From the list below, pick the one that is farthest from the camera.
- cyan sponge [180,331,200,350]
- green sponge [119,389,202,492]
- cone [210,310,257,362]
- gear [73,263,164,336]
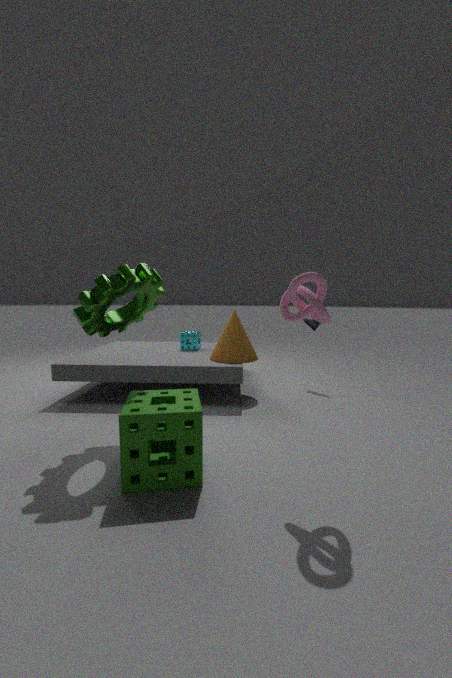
cyan sponge [180,331,200,350]
